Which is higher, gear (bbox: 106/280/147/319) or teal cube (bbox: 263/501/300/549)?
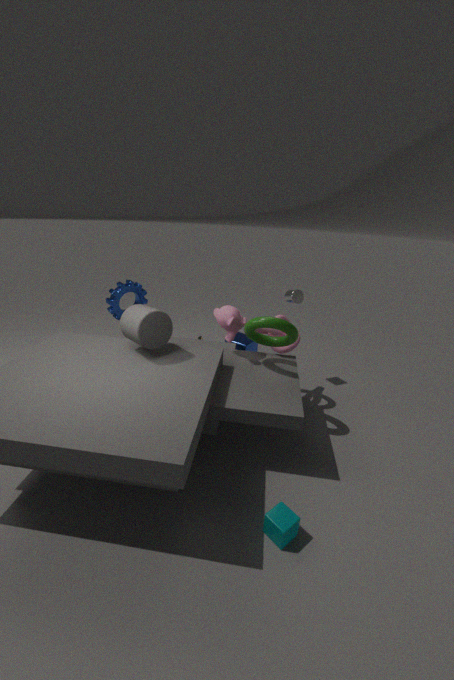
gear (bbox: 106/280/147/319)
